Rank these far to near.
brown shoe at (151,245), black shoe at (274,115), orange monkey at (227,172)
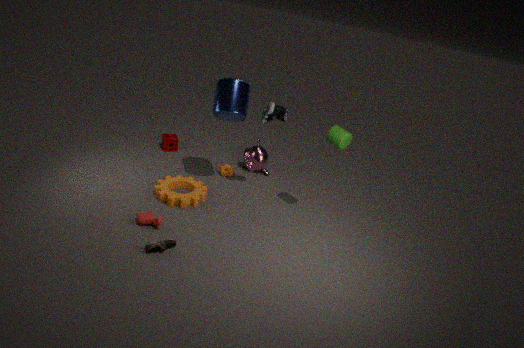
orange monkey at (227,172)
black shoe at (274,115)
brown shoe at (151,245)
